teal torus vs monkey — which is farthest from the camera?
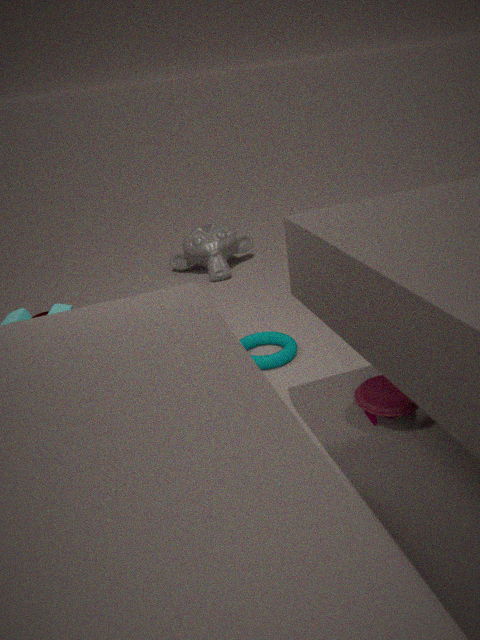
monkey
